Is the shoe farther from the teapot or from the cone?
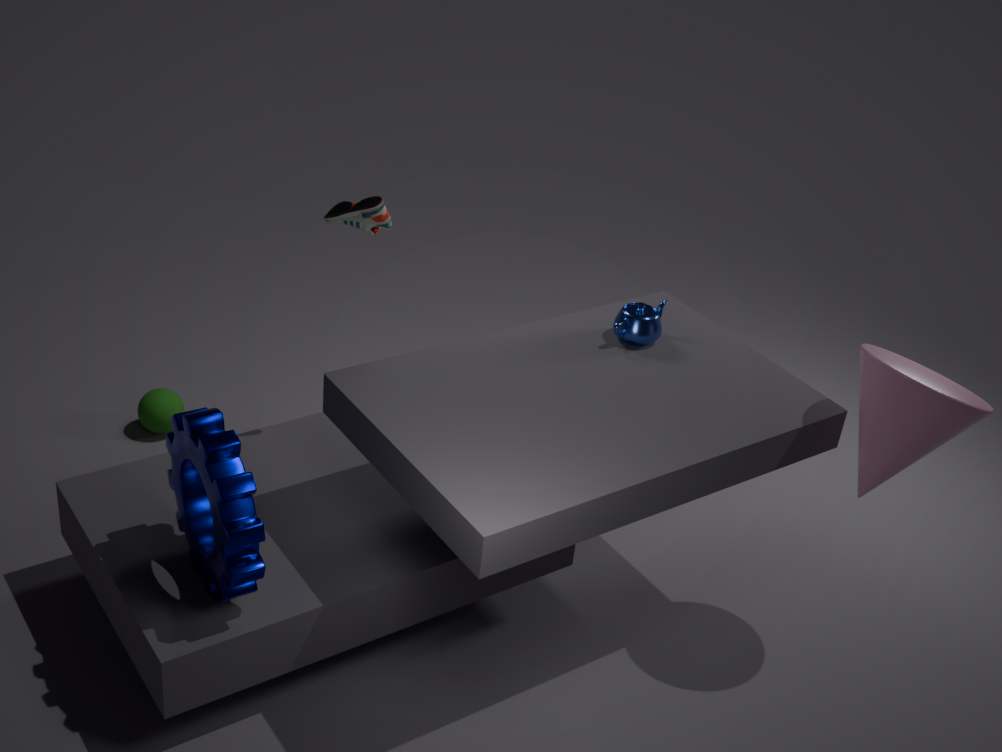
the cone
